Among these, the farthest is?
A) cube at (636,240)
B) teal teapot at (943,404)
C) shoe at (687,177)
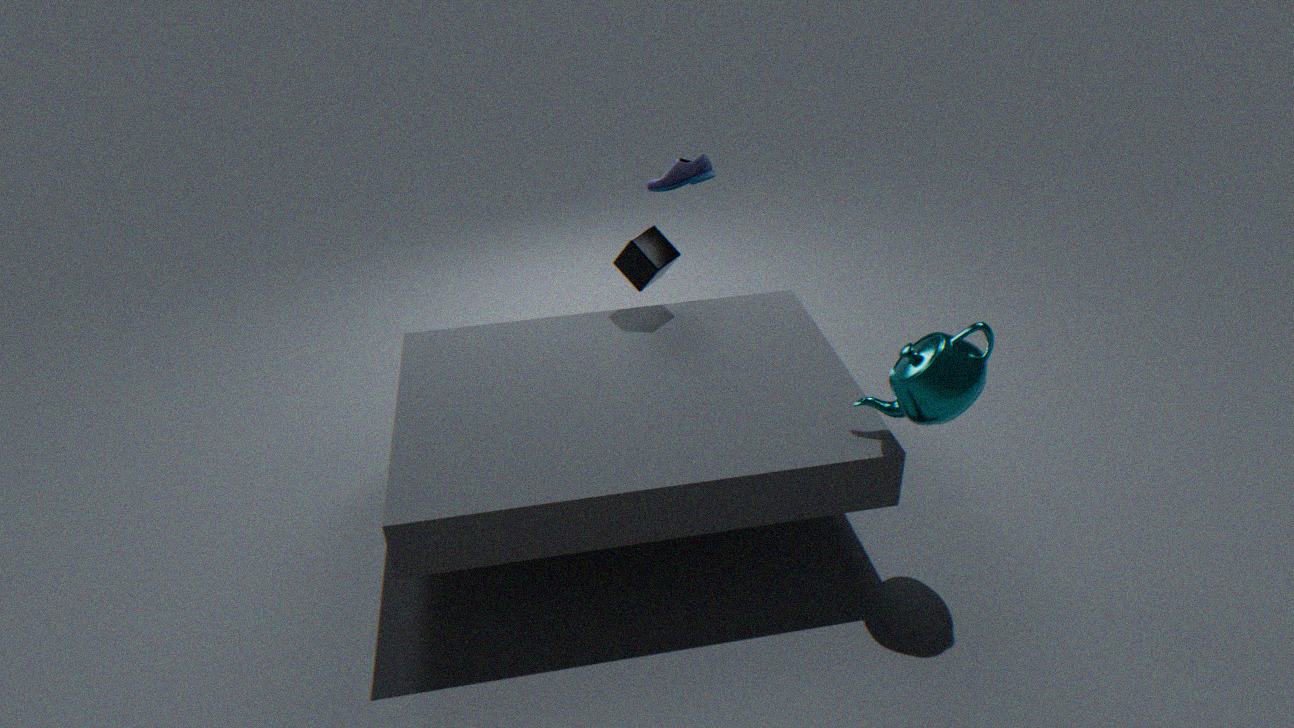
C. shoe at (687,177)
